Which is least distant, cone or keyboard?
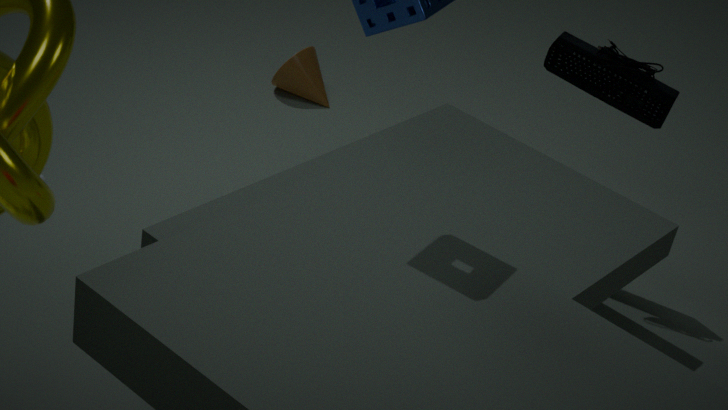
keyboard
